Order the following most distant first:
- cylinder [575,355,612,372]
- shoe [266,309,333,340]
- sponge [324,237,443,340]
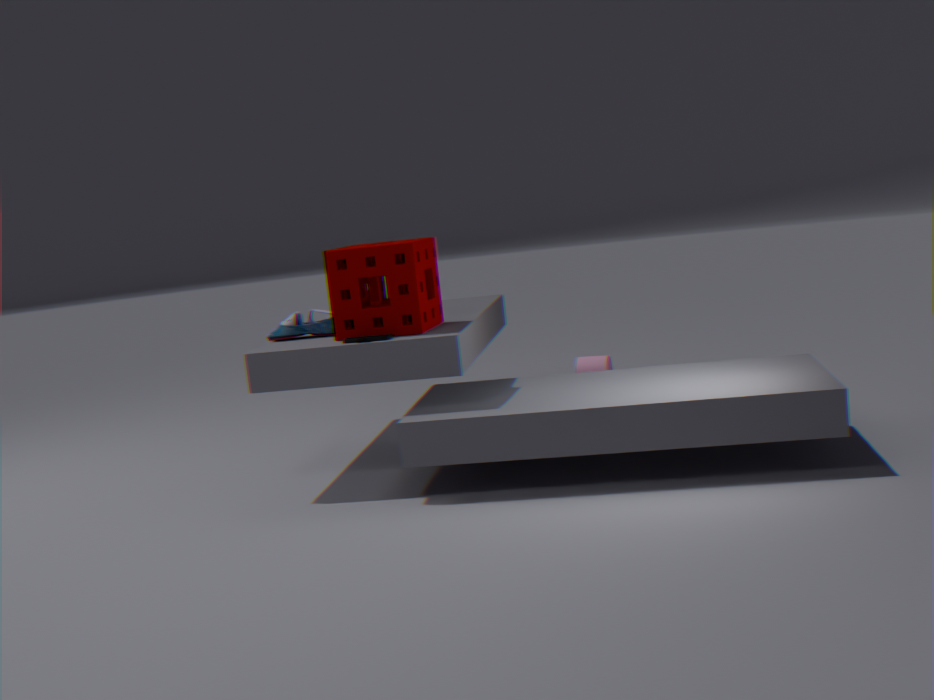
cylinder [575,355,612,372] < shoe [266,309,333,340] < sponge [324,237,443,340]
